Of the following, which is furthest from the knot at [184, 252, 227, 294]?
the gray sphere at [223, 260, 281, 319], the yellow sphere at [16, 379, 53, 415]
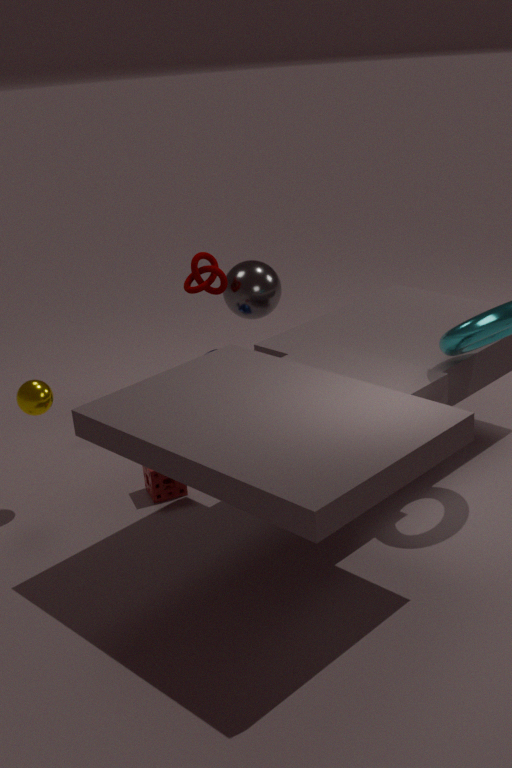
the yellow sphere at [16, 379, 53, 415]
